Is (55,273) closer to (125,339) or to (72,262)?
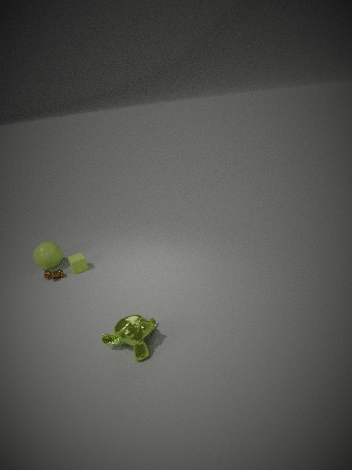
(72,262)
